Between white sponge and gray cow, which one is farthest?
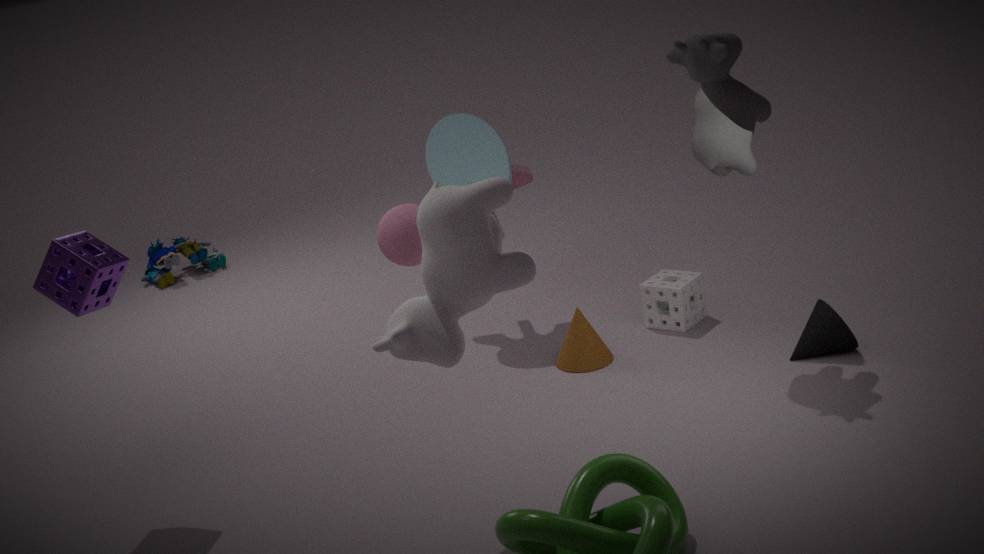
white sponge
